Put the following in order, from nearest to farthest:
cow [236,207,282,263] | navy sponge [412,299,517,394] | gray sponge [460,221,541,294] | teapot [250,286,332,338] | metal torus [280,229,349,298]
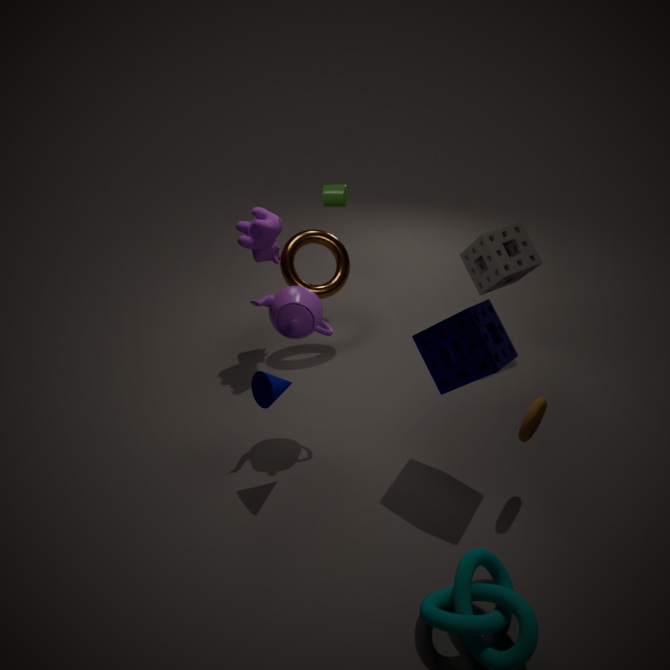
1. navy sponge [412,299,517,394]
2. teapot [250,286,332,338]
3. cow [236,207,282,263]
4. gray sponge [460,221,541,294]
5. metal torus [280,229,349,298]
